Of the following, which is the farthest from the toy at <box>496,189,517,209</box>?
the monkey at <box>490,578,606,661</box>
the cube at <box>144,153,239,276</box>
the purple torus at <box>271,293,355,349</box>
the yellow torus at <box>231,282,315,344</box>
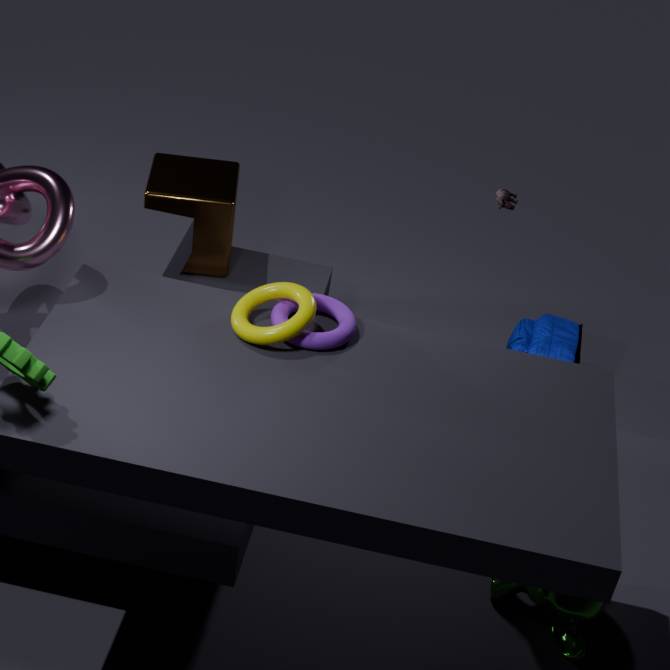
the cube at <box>144,153,239,276</box>
